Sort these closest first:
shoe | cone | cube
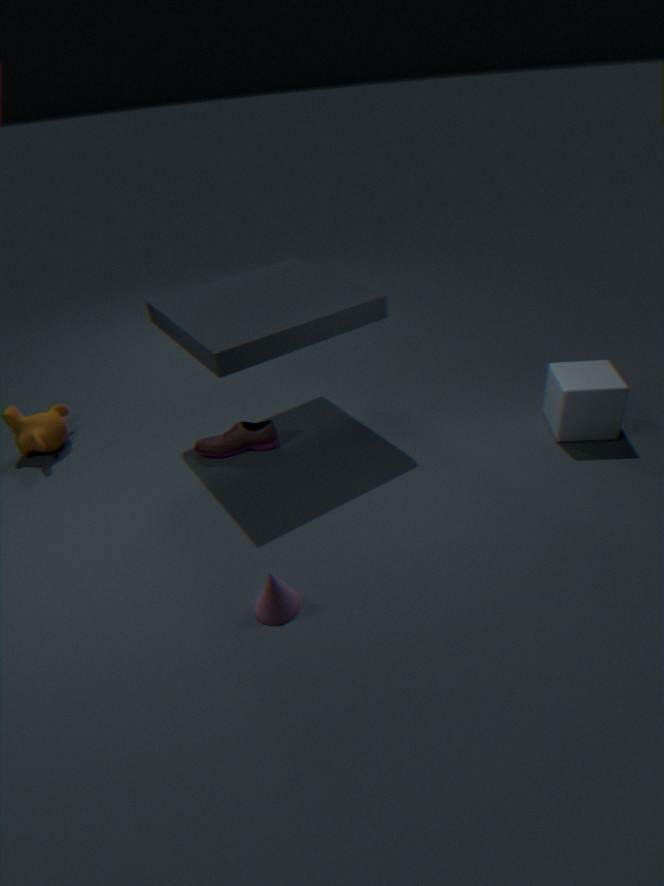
cone
cube
shoe
